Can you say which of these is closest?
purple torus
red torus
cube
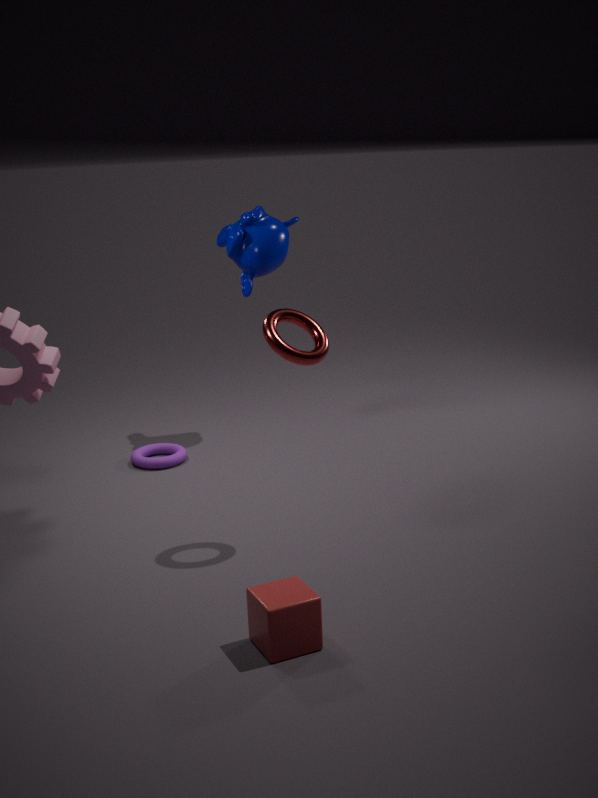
cube
